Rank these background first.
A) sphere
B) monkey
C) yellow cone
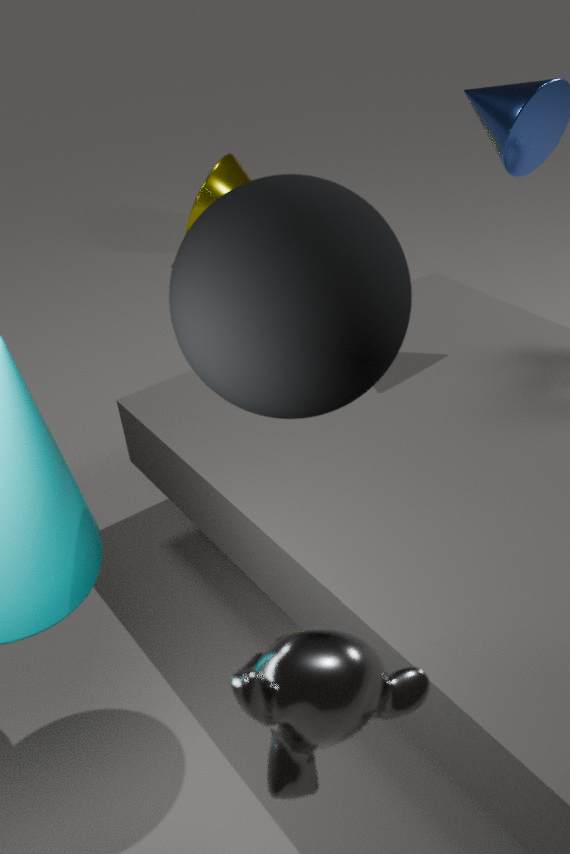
yellow cone, sphere, monkey
